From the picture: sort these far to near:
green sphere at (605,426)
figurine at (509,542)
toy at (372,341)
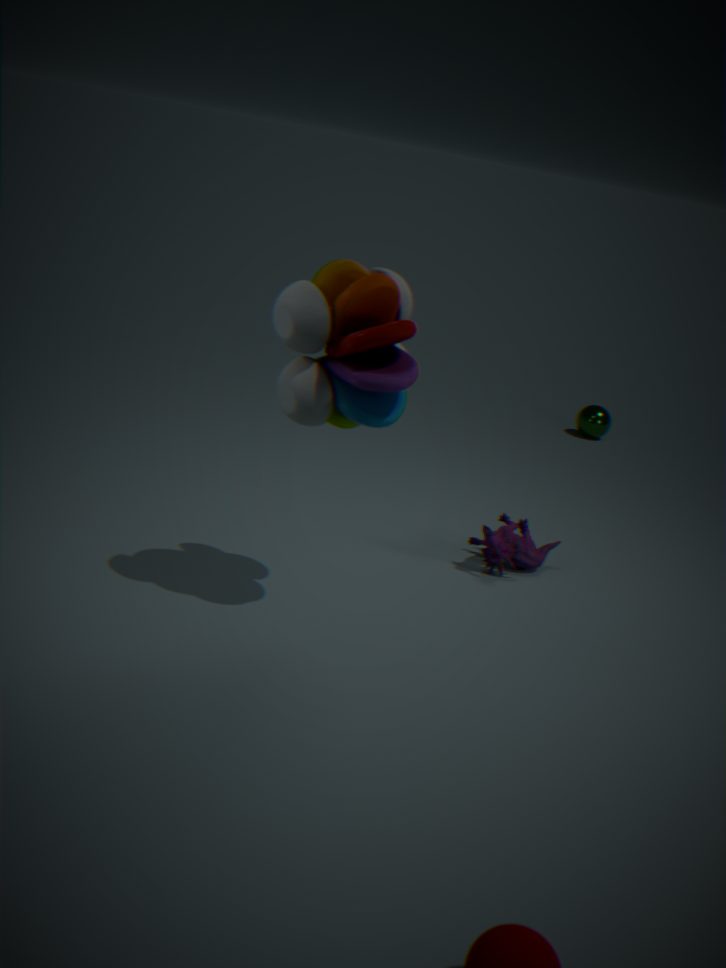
green sphere at (605,426)
figurine at (509,542)
toy at (372,341)
